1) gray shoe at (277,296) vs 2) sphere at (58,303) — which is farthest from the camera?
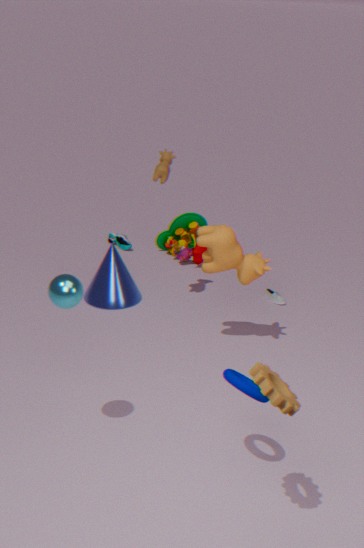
1. gray shoe at (277,296)
